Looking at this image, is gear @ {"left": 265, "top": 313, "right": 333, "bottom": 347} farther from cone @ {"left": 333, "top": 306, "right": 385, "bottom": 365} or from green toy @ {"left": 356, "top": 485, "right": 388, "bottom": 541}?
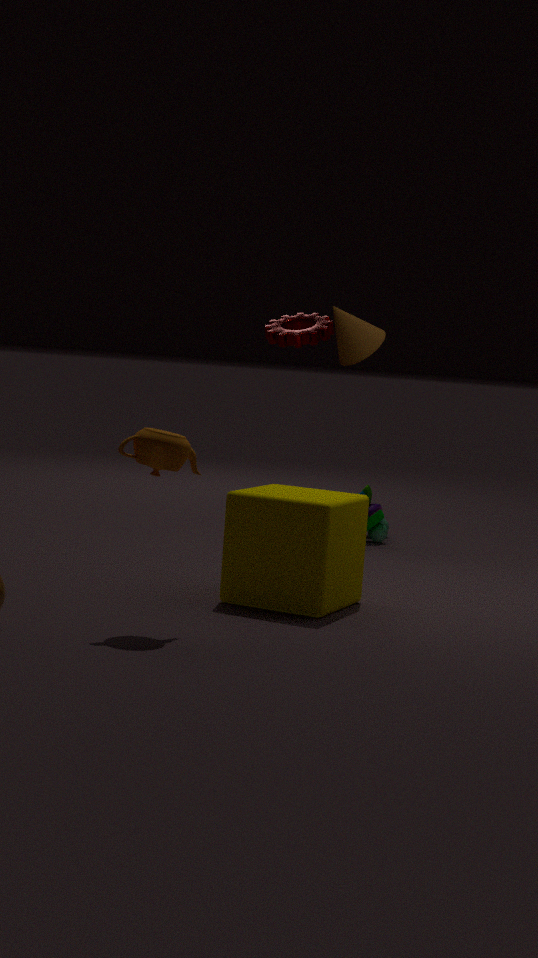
green toy @ {"left": 356, "top": 485, "right": 388, "bottom": 541}
